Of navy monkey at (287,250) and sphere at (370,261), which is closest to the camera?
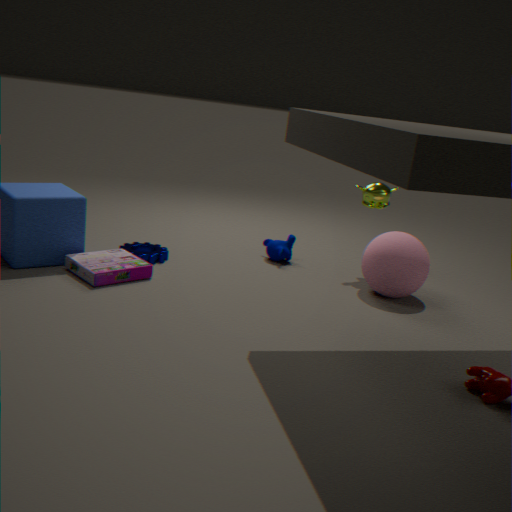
sphere at (370,261)
